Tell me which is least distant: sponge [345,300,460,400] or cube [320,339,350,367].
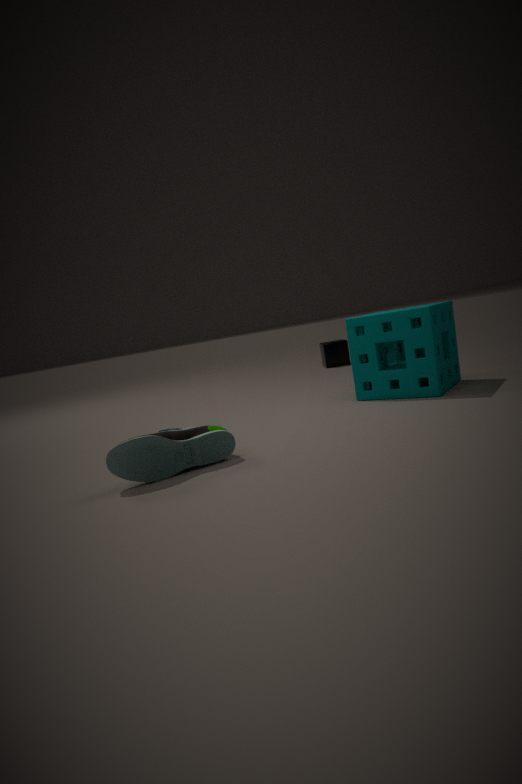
sponge [345,300,460,400]
